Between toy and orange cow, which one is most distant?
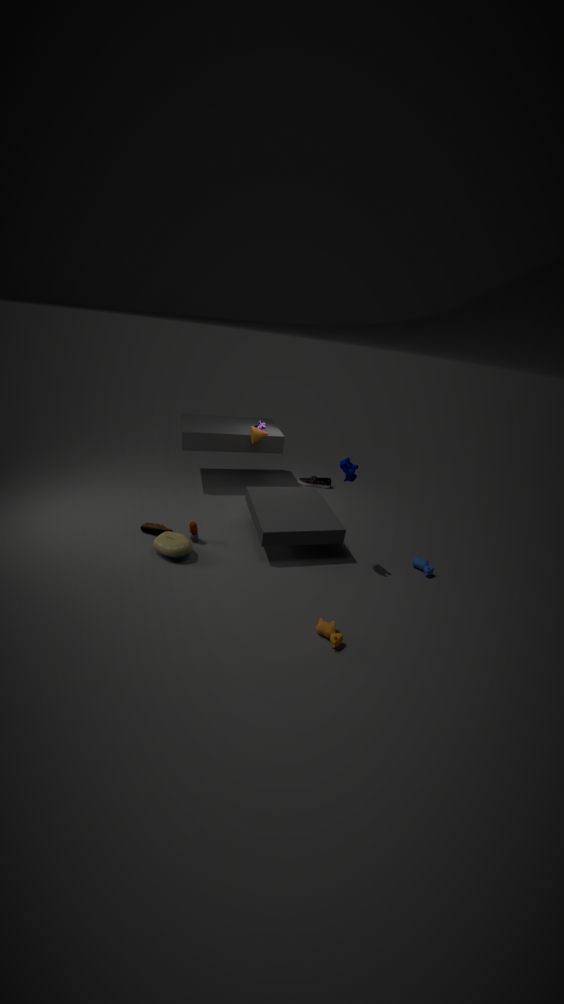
toy
